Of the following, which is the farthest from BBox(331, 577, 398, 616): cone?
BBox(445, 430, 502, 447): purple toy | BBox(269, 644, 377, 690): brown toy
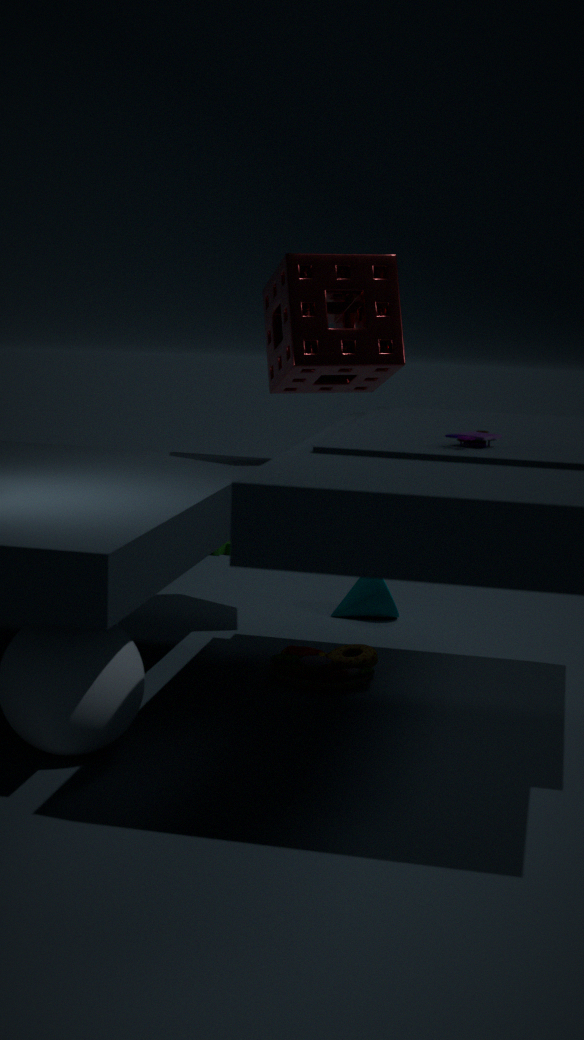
BBox(445, 430, 502, 447): purple toy
